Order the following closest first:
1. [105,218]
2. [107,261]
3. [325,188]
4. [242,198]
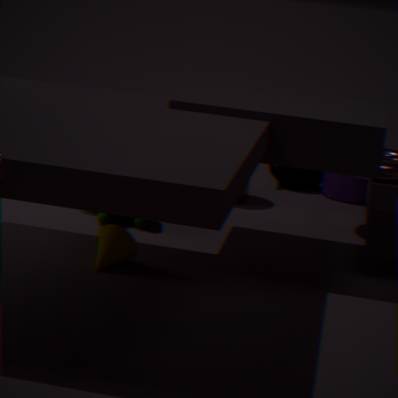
[107,261] → [105,218] → [242,198] → [325,188]
